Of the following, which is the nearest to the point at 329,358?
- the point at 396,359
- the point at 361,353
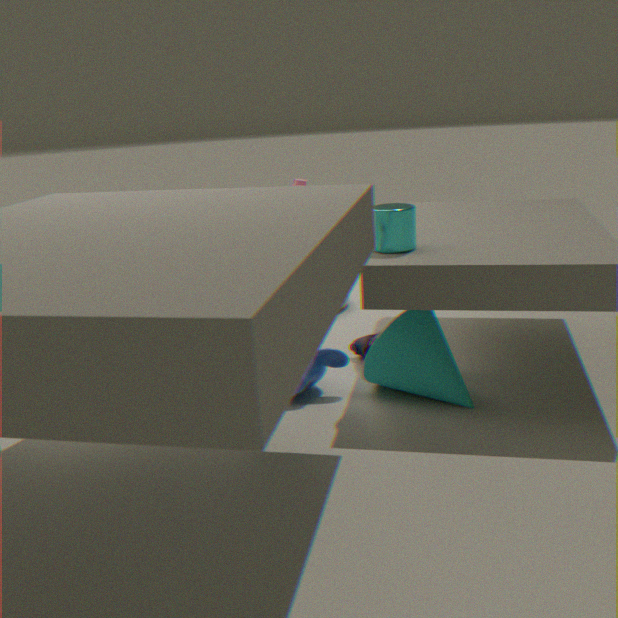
the point at 361,353
